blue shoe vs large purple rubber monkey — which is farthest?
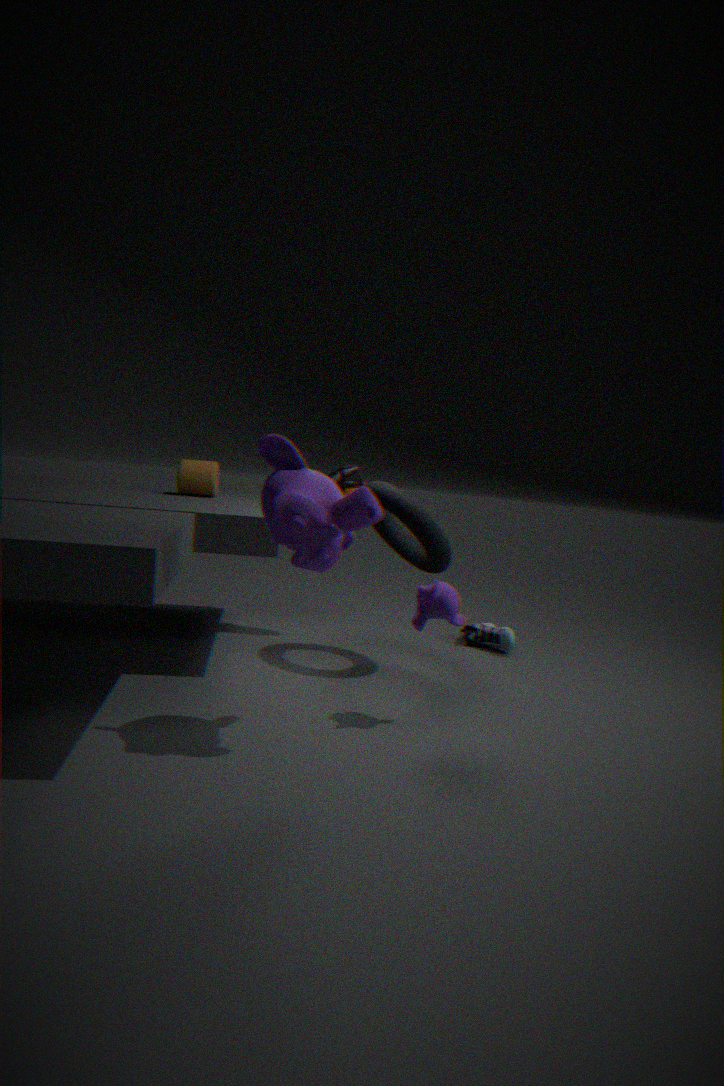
blue shoe
